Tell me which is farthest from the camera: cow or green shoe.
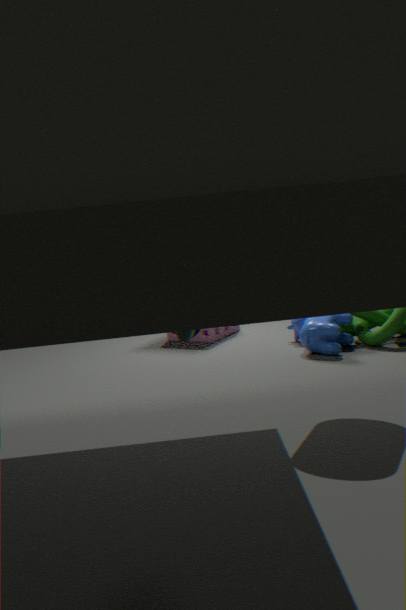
cow
